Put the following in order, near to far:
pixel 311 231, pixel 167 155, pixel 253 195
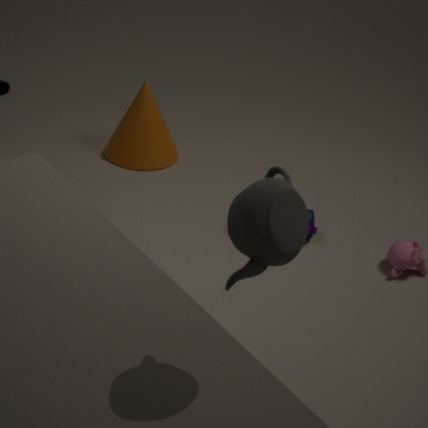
1. pixel 253 195
2. pixel 311 231
3. pixel 167 155
